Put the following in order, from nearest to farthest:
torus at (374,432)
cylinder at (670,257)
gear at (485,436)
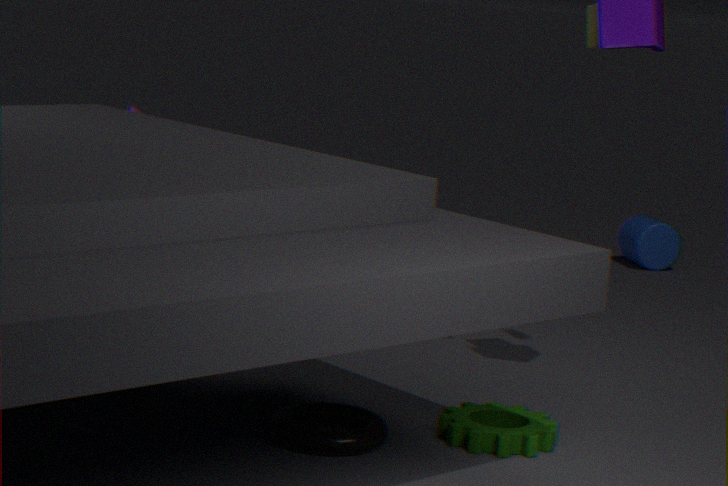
torus at (374,432) < gear at (485,436) < cylinder at (670,257)
